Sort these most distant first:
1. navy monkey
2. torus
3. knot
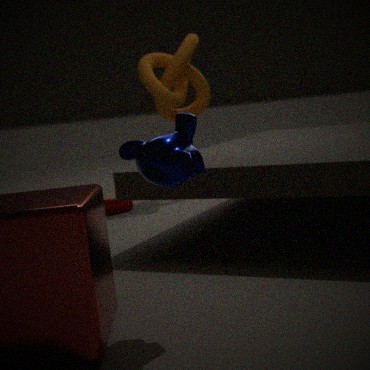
knot
torus
navy monkey
